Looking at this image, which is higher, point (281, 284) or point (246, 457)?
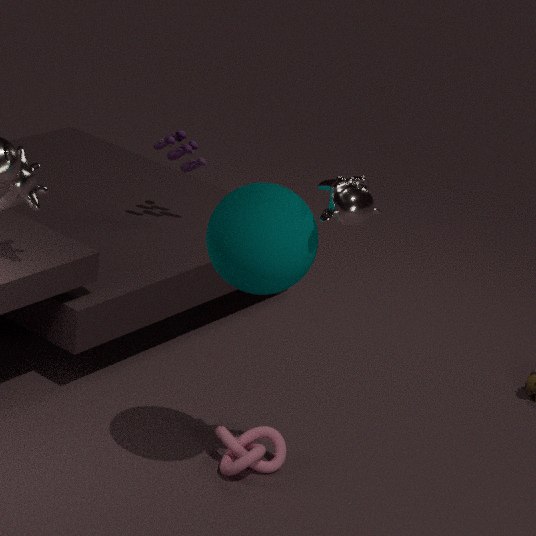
point (281, 284)
